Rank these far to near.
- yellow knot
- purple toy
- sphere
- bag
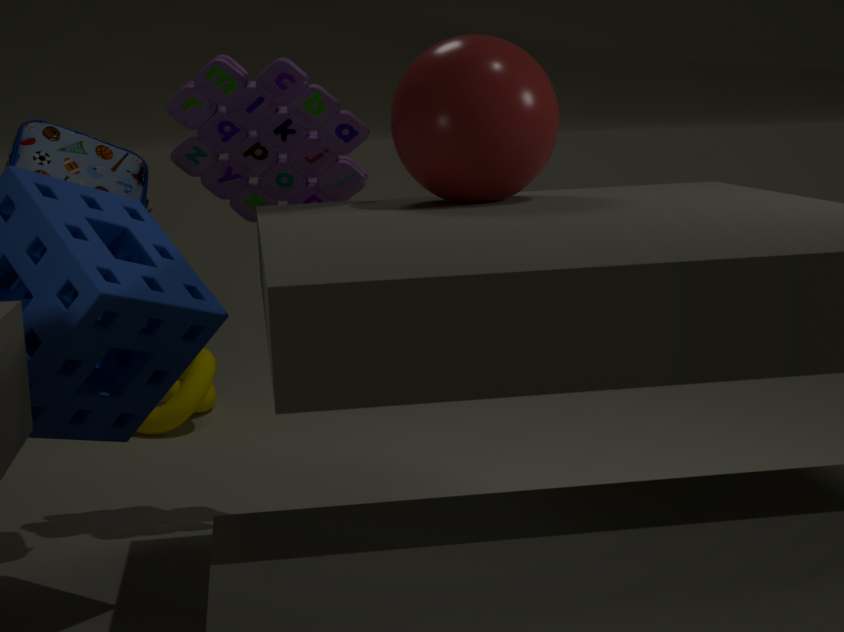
yellow knot
purple toy
bag
sphere
